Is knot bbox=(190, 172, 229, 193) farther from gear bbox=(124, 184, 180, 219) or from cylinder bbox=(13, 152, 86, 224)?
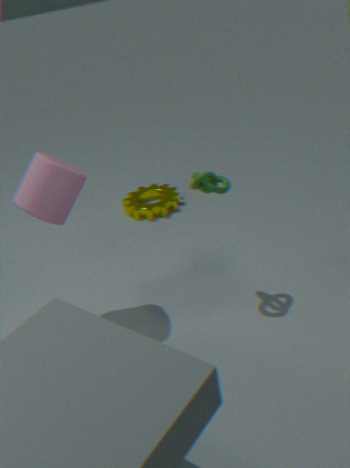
gear bbox=(124, 184, 180, 219)
